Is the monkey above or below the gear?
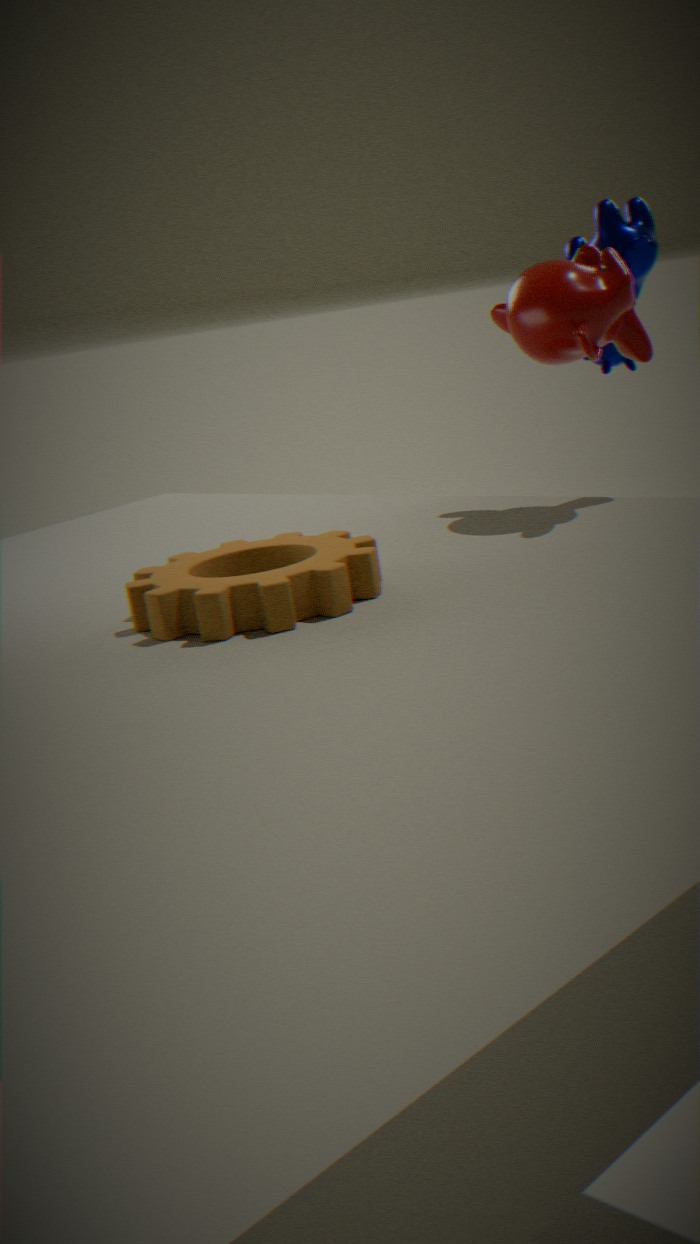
above
